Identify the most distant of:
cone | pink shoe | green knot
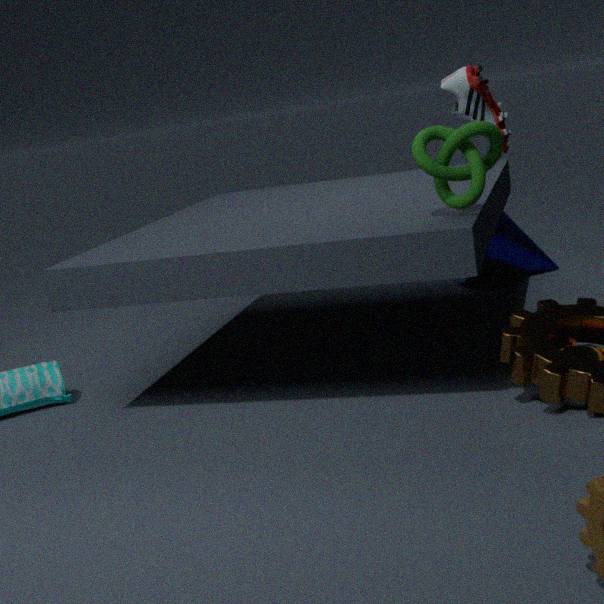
pink shoe
